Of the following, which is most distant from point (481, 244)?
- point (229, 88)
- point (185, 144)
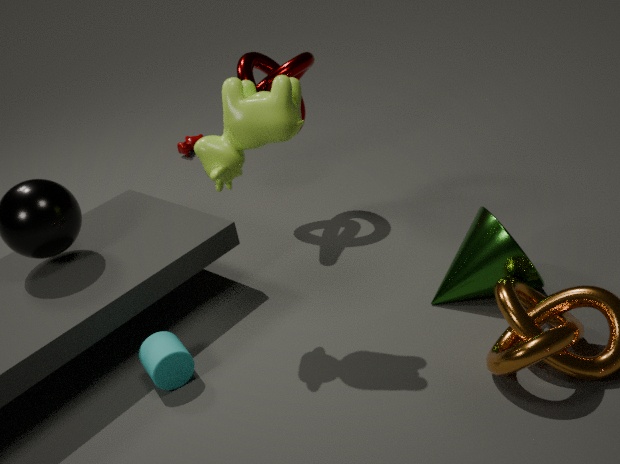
point (185, 144)
